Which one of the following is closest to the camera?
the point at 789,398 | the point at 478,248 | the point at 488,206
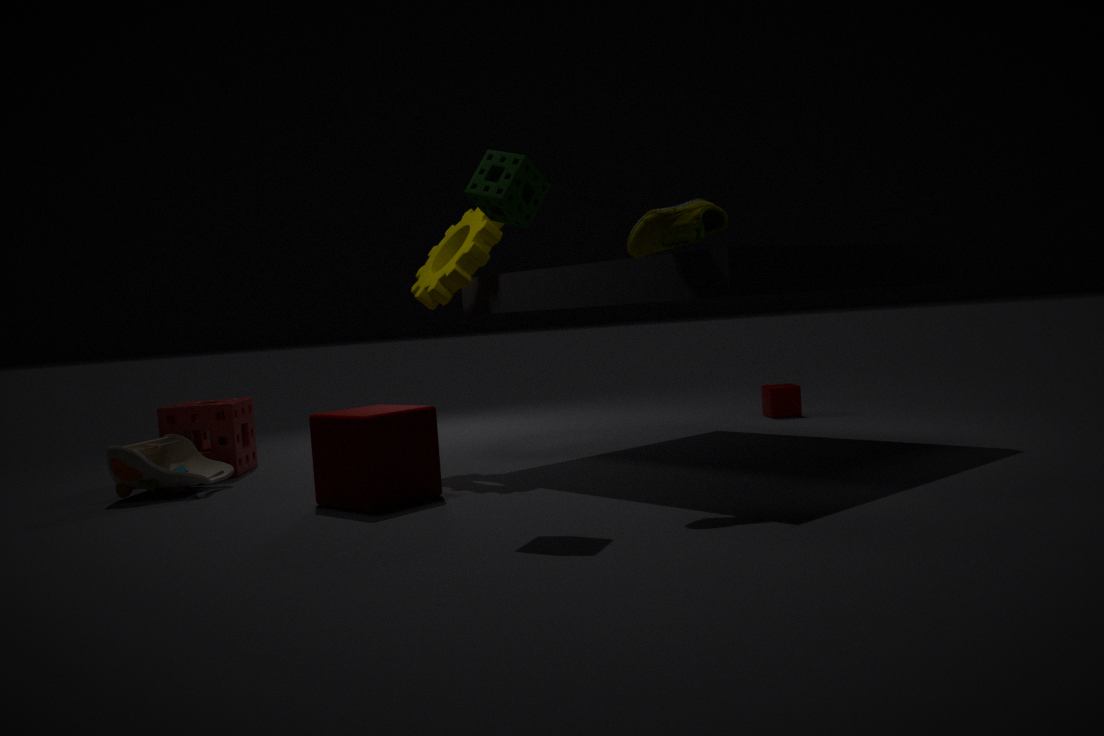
the point at 488,206
